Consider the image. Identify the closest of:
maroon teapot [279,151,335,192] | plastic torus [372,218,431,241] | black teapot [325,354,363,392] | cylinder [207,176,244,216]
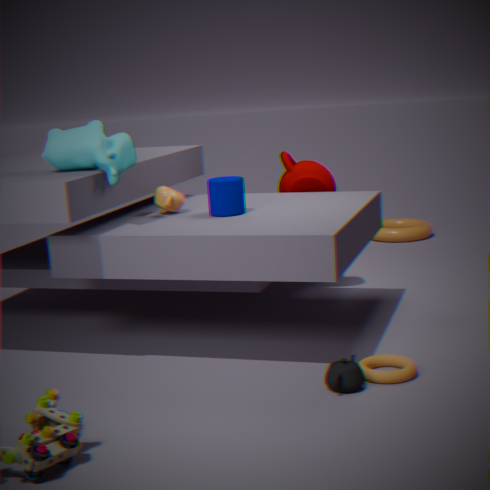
black teapot [325,354,363,392]
